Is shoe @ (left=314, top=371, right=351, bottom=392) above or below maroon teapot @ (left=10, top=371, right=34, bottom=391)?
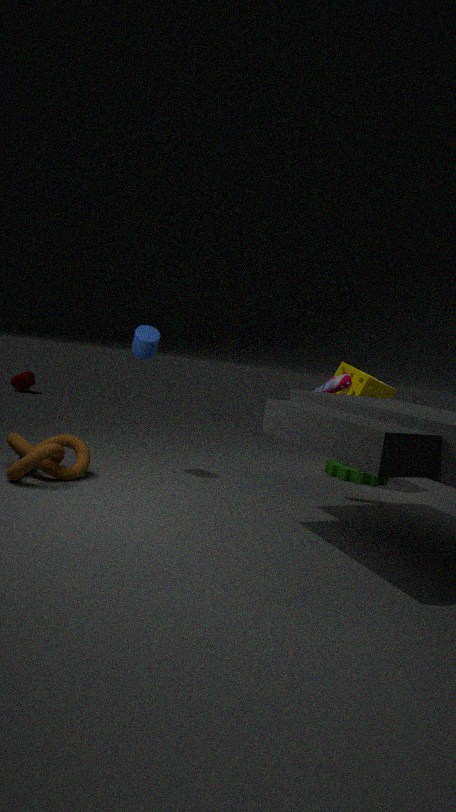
above
